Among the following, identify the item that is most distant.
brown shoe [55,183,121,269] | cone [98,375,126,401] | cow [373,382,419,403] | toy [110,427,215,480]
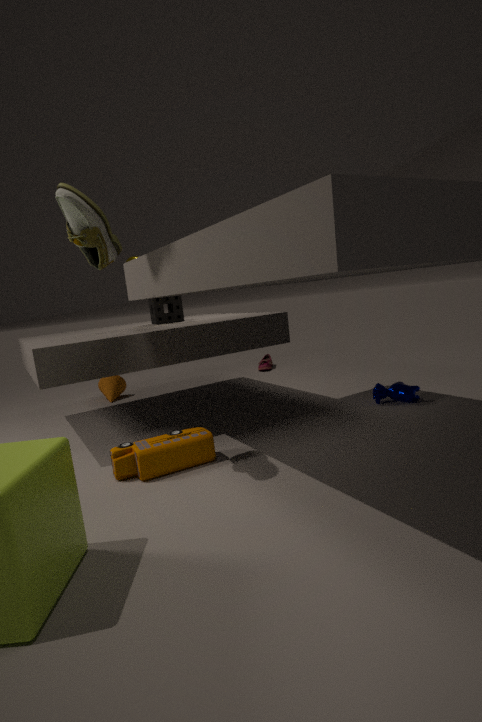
cone [98,375,126,401]
